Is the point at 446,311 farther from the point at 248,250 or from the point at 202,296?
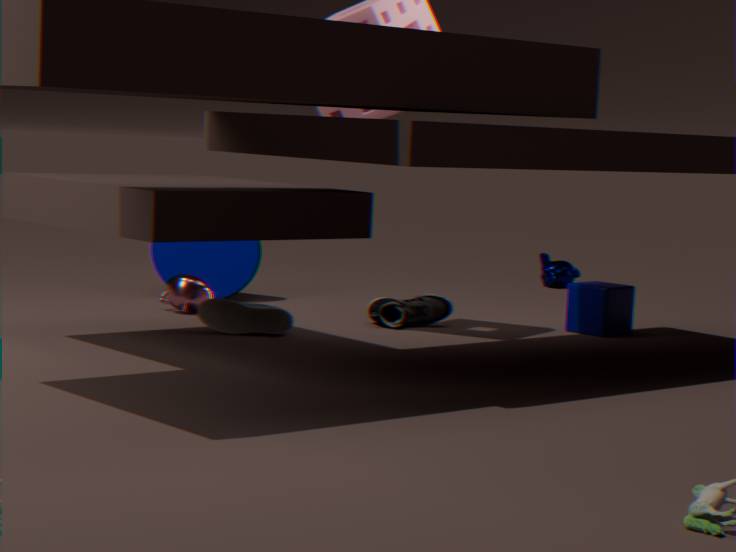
the point at 248,250
